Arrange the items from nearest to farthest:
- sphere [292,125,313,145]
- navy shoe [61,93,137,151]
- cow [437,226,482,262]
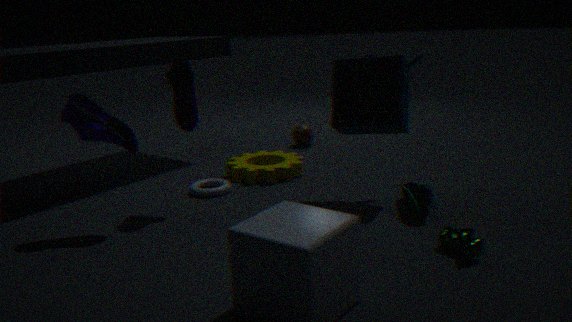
1. cow [437,226,482,262]
2. navy shoe [61,93,137,151]
3. sphere [292,125,313,145]
